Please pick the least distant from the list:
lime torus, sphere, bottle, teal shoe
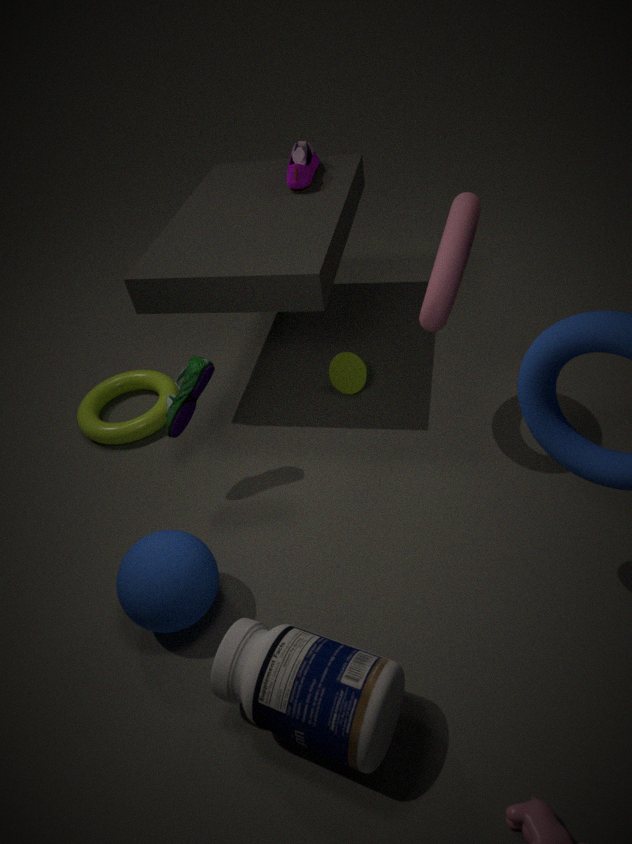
bottle
